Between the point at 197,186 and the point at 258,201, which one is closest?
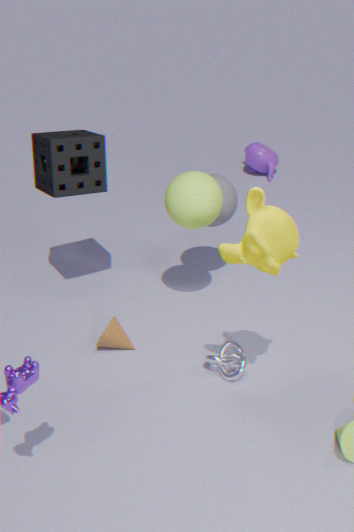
the point at 258,201
